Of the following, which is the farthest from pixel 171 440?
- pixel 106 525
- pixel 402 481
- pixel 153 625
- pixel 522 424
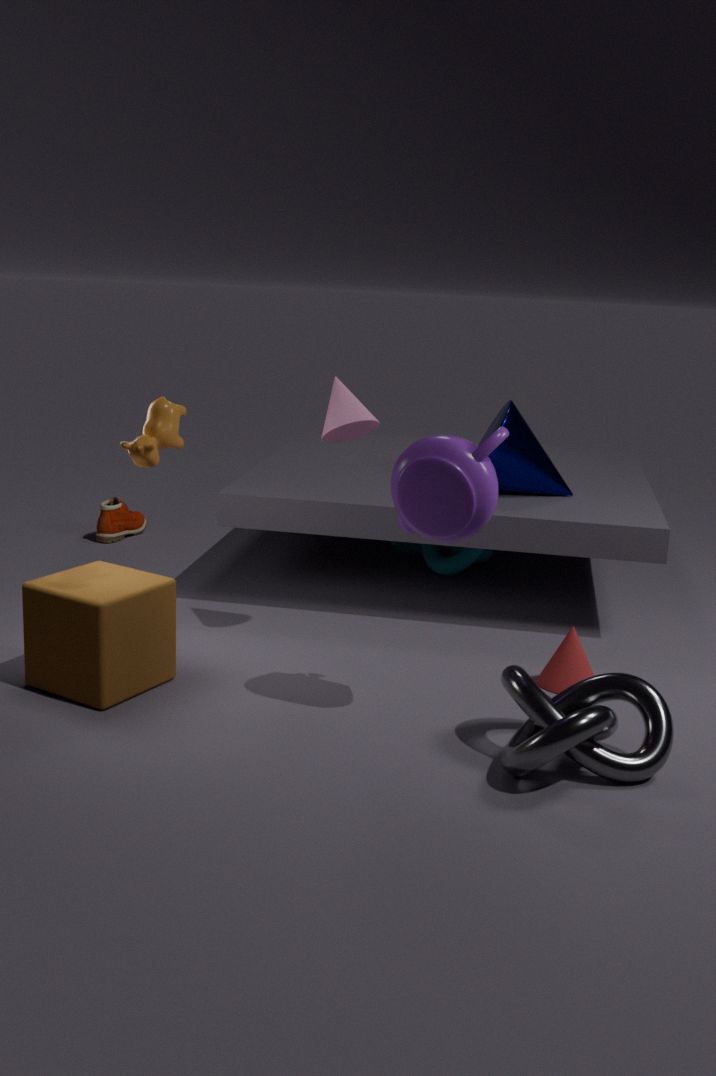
pixel 106 525
